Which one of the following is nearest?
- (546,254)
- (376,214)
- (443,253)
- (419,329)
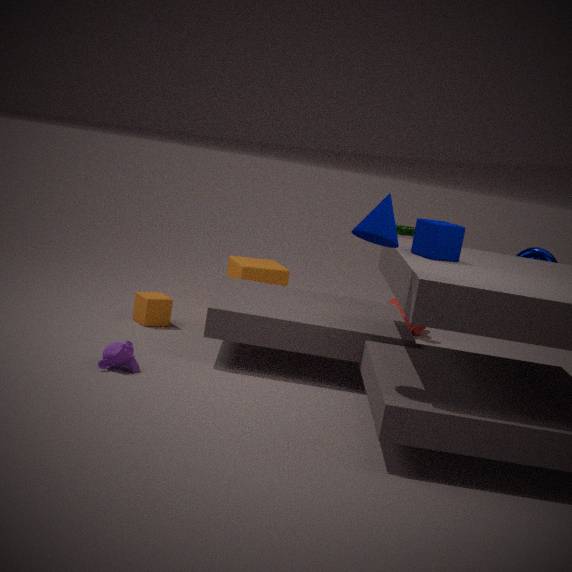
(376,214)
